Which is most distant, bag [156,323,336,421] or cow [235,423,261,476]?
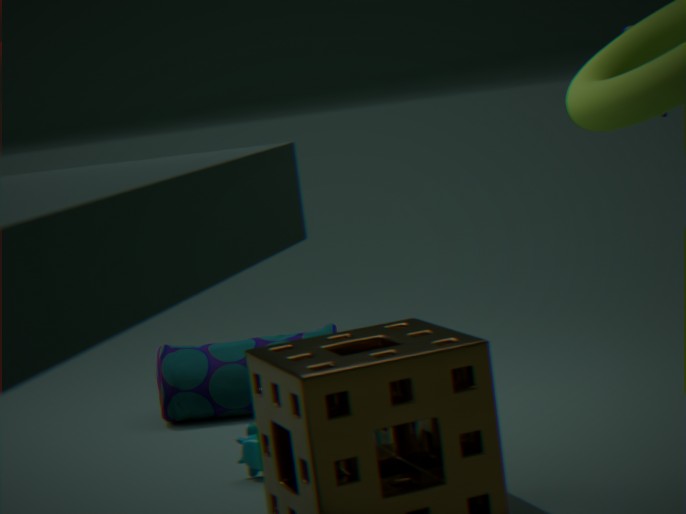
bag [156,323,336,421]
